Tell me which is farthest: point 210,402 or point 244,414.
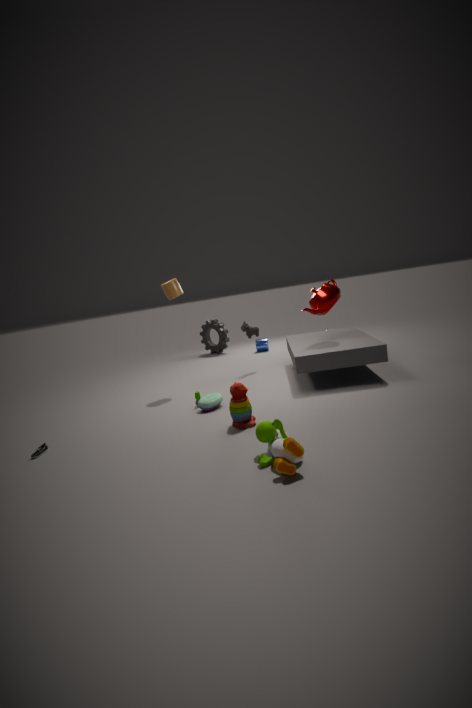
point 210,402
